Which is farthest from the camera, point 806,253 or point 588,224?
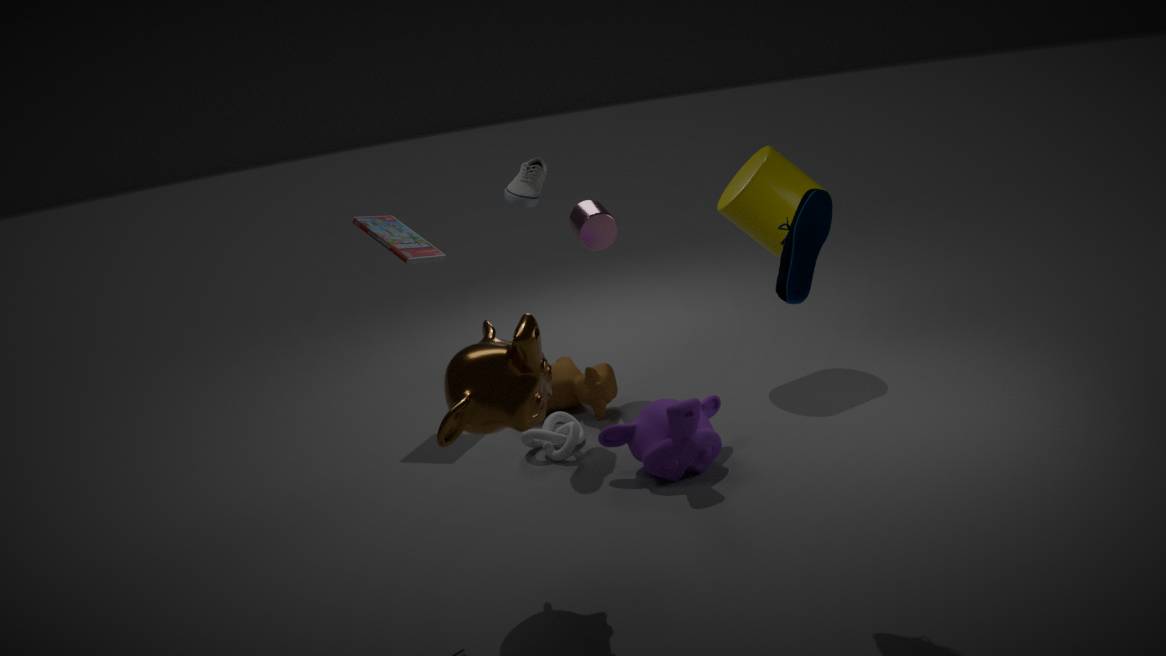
point 588,224
